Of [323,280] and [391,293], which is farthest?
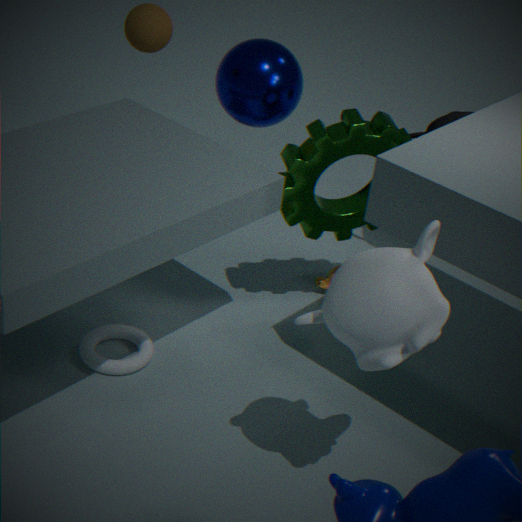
[323,280]
